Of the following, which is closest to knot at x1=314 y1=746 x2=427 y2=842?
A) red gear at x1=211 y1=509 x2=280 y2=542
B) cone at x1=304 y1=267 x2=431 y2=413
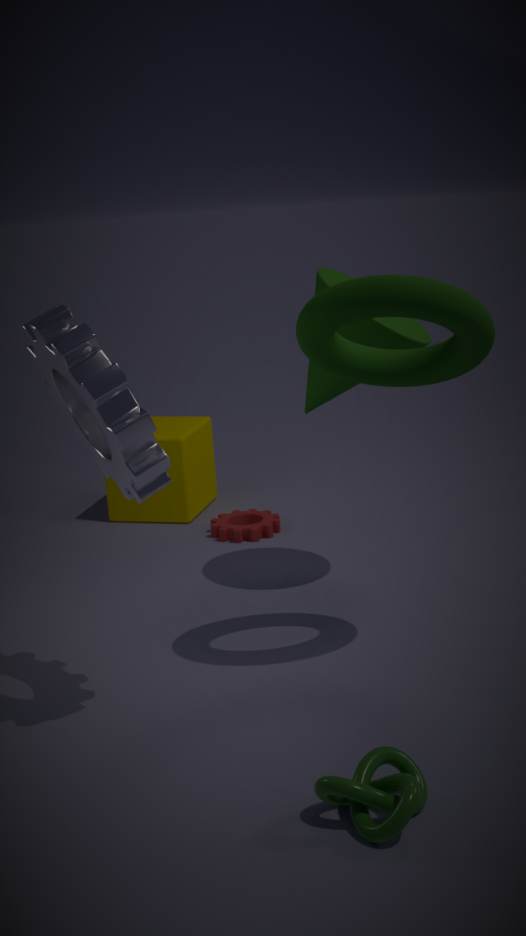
cone at x1=304 y1=267 x2=431 y2=413
